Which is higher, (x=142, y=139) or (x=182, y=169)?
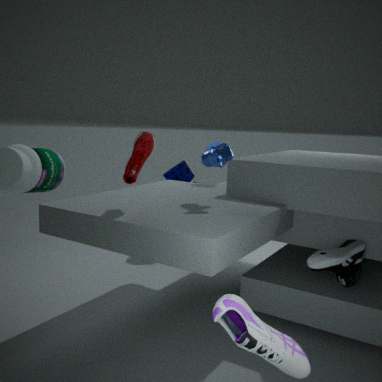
(x=142, y=139)
